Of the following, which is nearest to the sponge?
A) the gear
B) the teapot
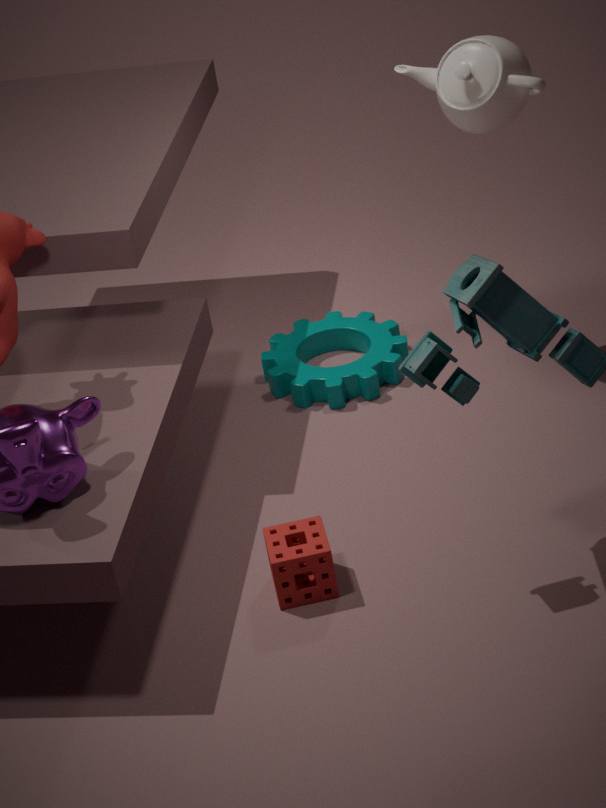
the gear
